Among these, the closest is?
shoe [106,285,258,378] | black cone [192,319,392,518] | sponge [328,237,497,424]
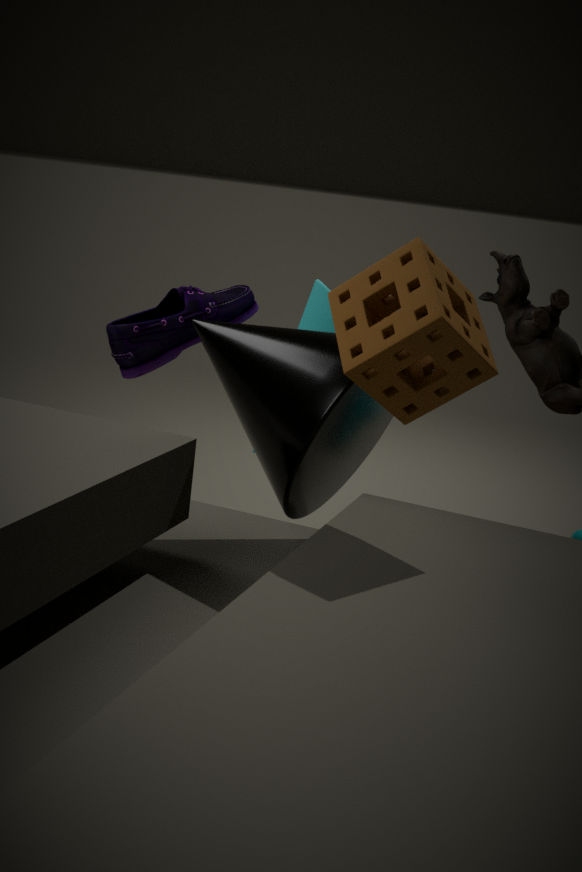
sponge [328,237,497,424]
